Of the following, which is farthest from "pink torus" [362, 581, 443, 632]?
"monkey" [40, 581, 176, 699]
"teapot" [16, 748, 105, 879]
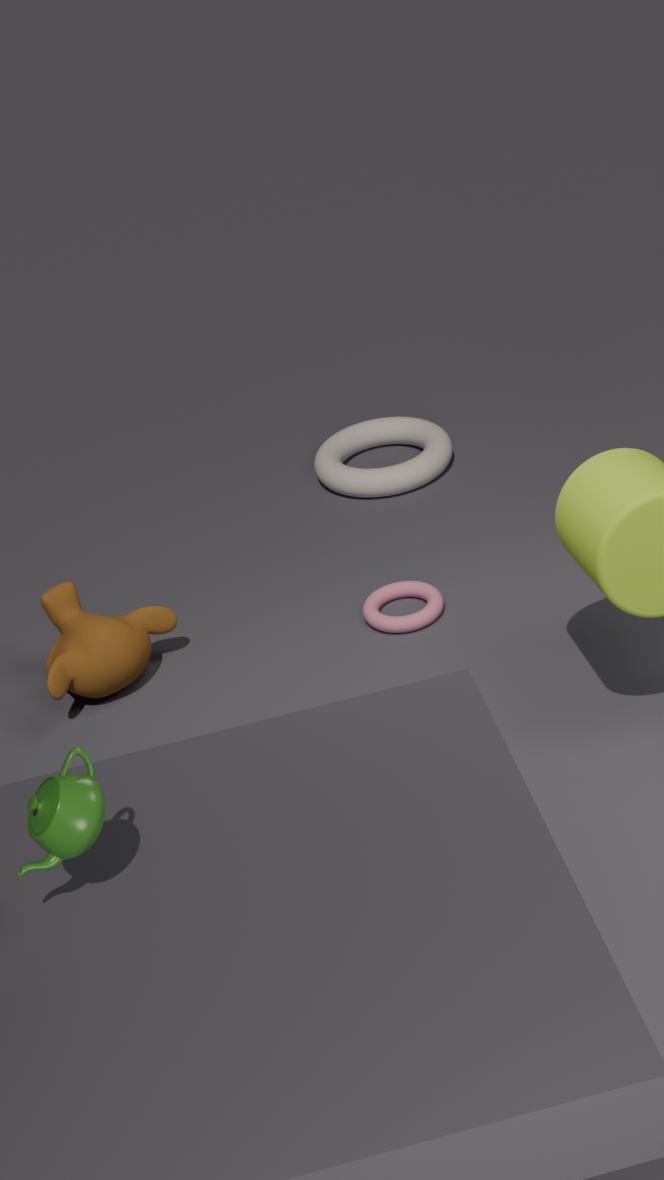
"teapot" [16, 748, 105, 879]
